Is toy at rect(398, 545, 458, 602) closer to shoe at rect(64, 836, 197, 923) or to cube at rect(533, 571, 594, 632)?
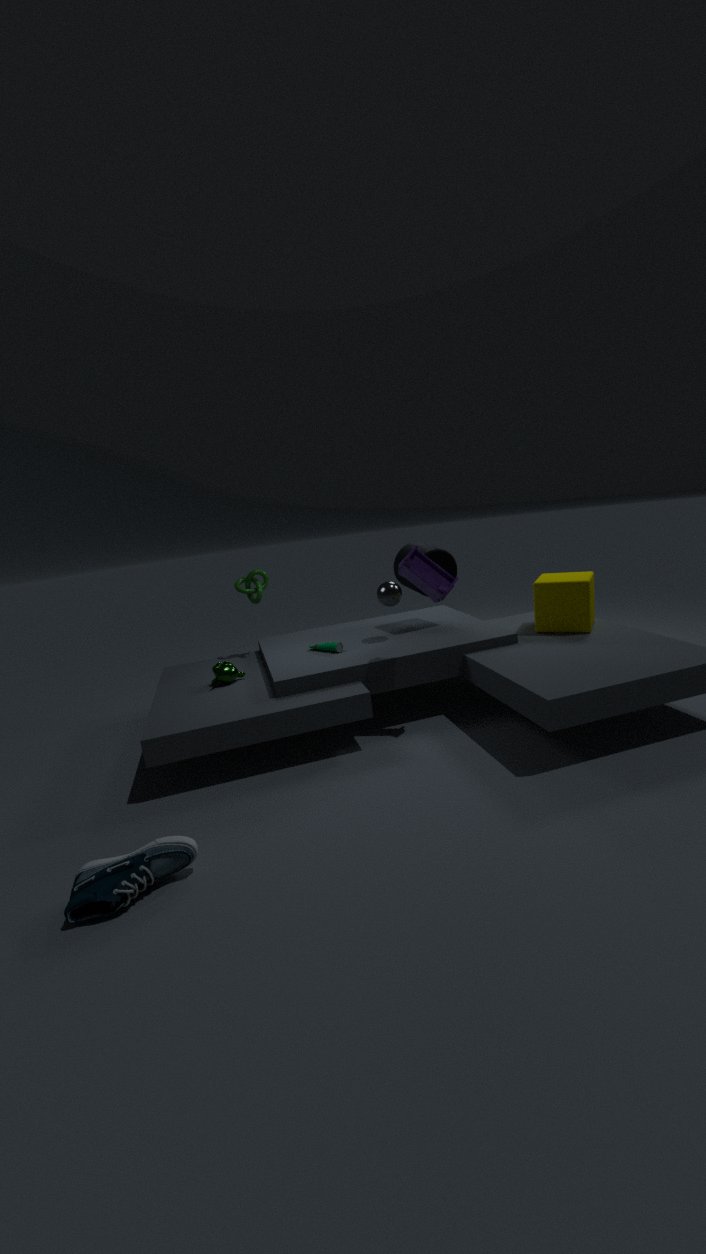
cube at rect(533, 571, 594, 632)
